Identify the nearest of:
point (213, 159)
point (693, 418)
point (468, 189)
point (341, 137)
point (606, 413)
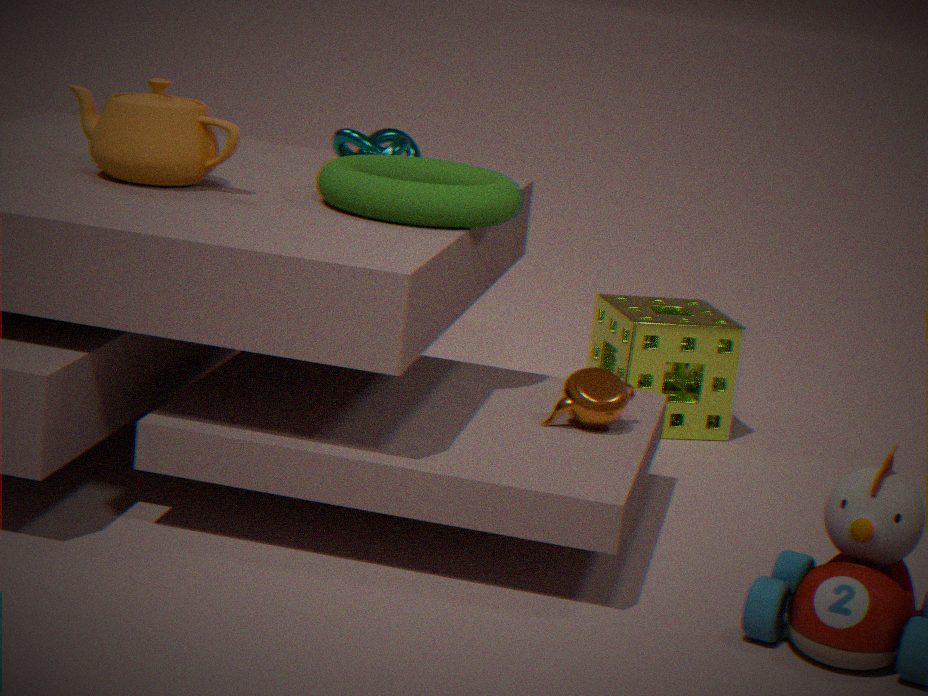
point (606, 413)
